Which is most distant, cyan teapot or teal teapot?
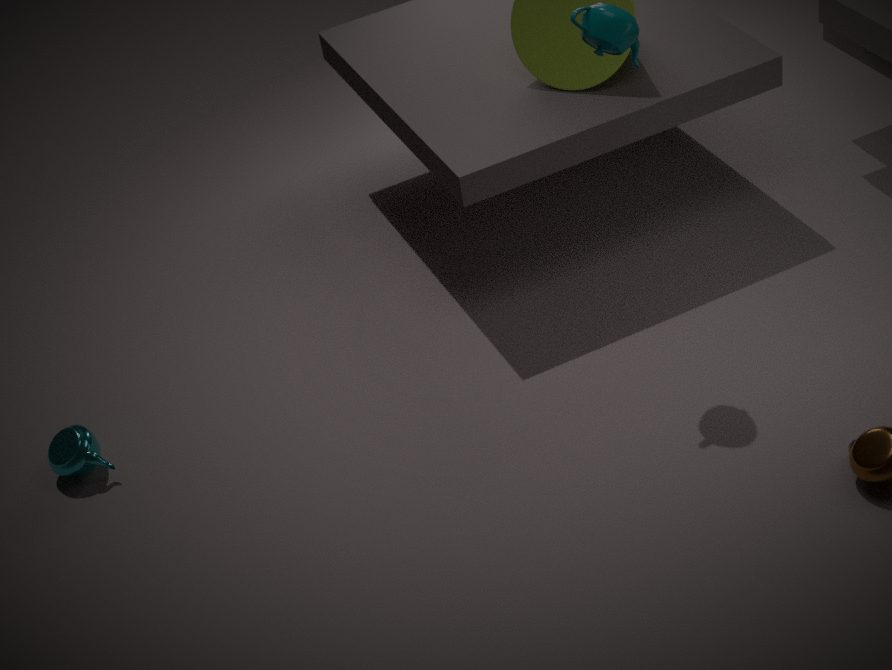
cyan teapot
